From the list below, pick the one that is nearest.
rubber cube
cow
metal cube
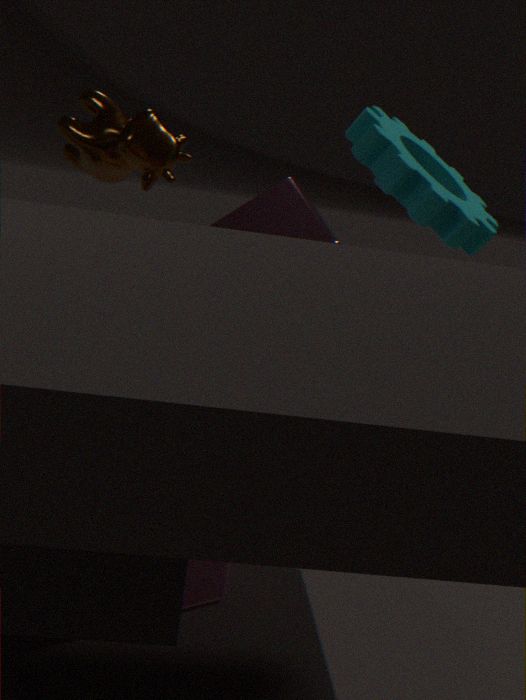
rubber cube
